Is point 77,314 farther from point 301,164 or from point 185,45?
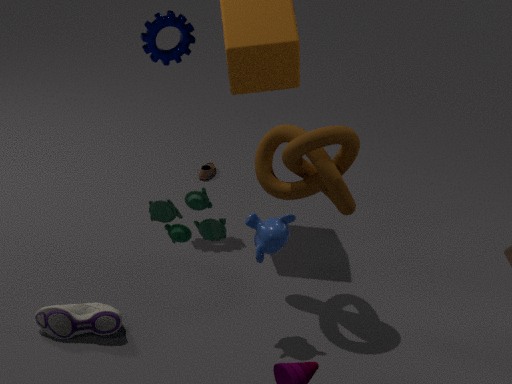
point 185,45
